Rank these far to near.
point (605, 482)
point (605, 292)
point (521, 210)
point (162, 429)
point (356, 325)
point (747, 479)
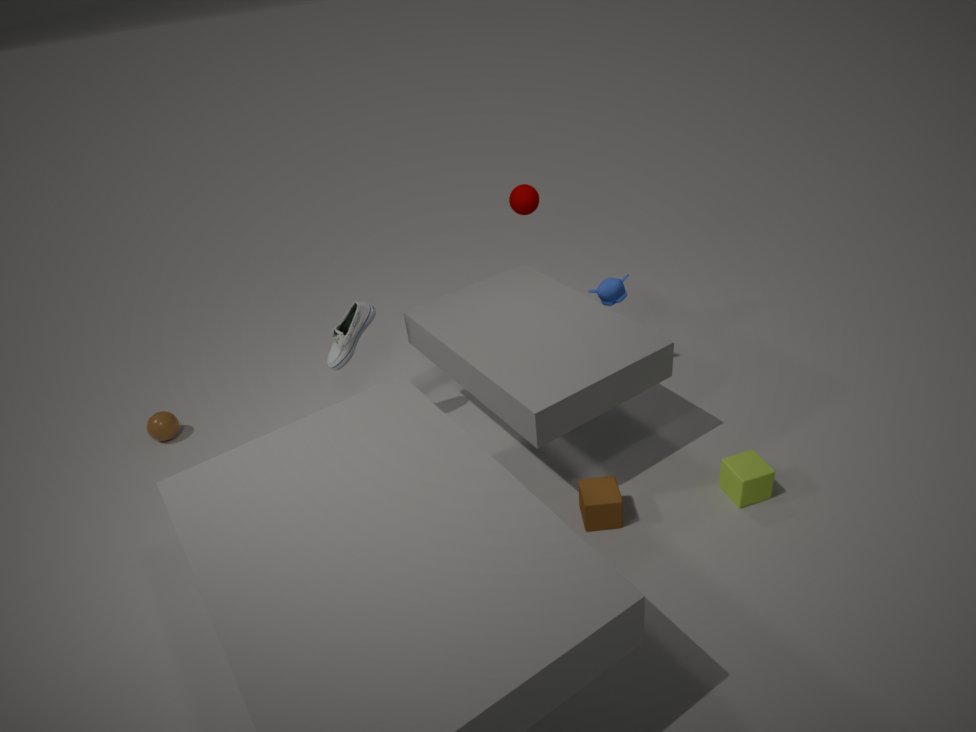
point (162, 429) → point (521, 210) → point (605, 292) → point (356, 325) → point (605, 482) → point (747, 479)
